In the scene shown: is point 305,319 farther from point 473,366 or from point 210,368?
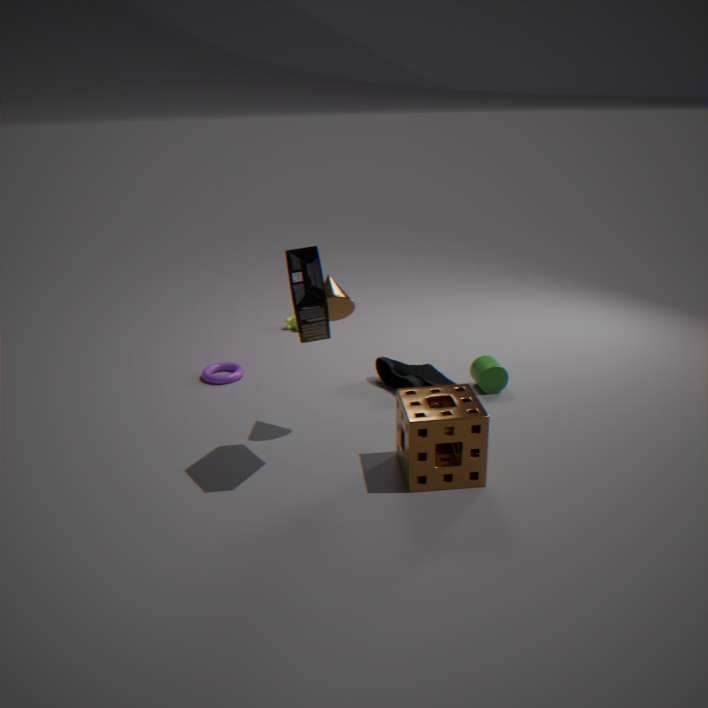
point 210,368
